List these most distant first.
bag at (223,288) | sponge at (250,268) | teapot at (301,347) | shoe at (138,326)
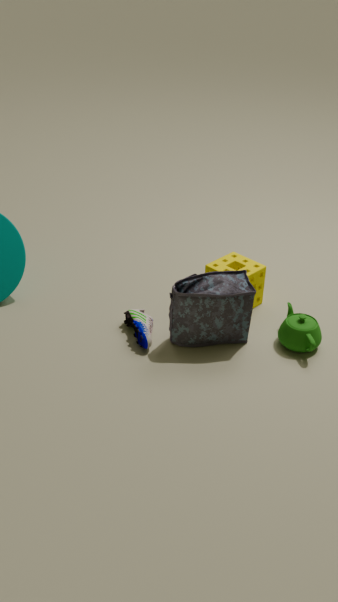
sponge at (250,268), shoe at (138,326), teapot at (301,347), bag at (223,288)
